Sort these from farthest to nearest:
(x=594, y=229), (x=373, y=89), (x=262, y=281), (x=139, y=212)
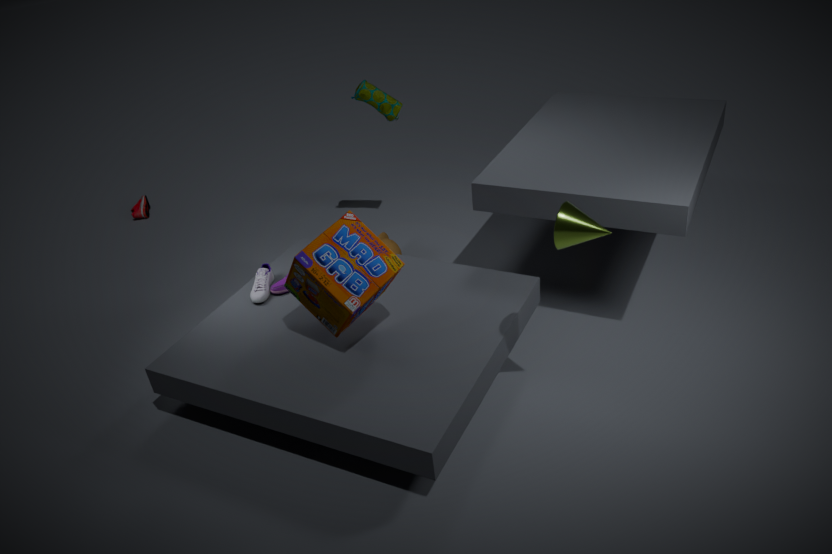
(x=139, y=212) → (x=373, y=89) → (x=262, y=281) → (x=594, y=229)
